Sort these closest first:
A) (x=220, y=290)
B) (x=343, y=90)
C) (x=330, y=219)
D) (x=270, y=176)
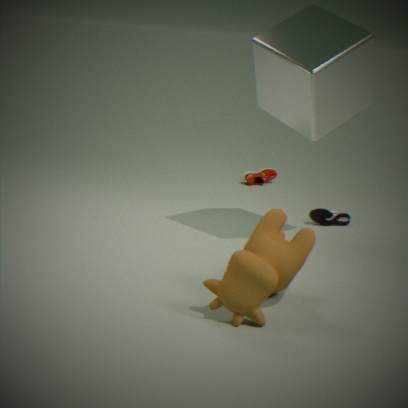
1. (x=220, y=290)
2. (x=343, y=90)
3. (x=330, y=219)
4. (x=270, y=176)
